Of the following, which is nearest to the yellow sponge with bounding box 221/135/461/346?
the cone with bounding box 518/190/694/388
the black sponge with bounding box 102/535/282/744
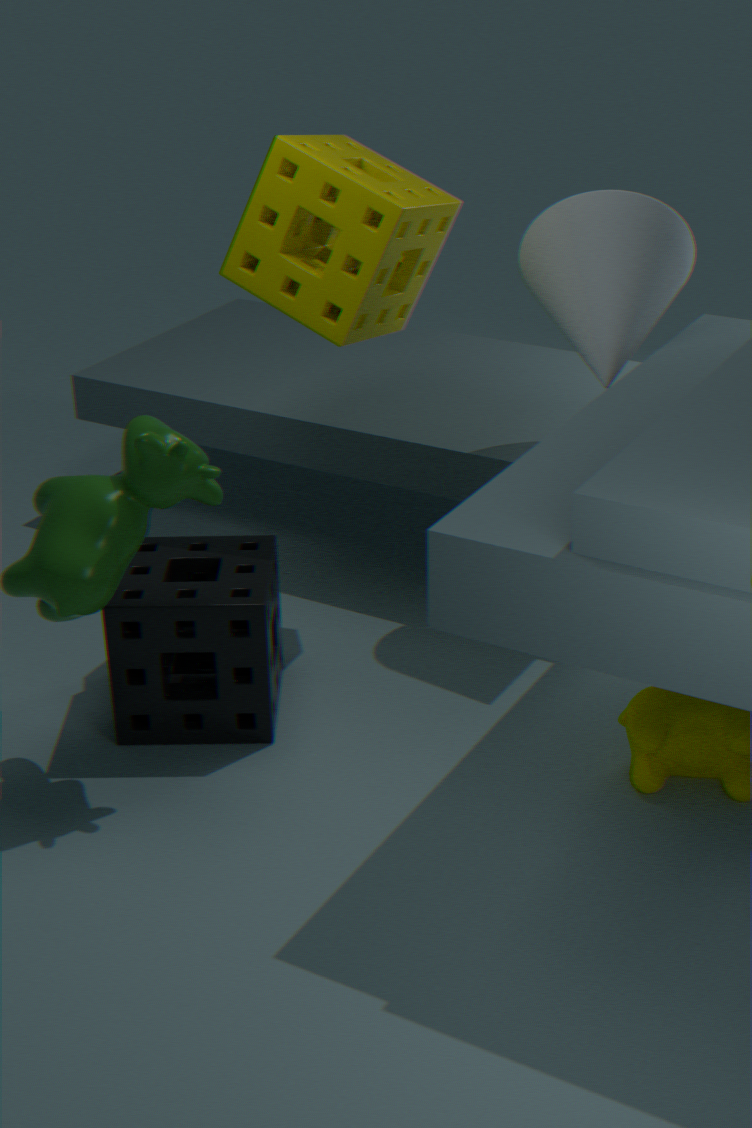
the cone with bounding box 518/190/694/388
